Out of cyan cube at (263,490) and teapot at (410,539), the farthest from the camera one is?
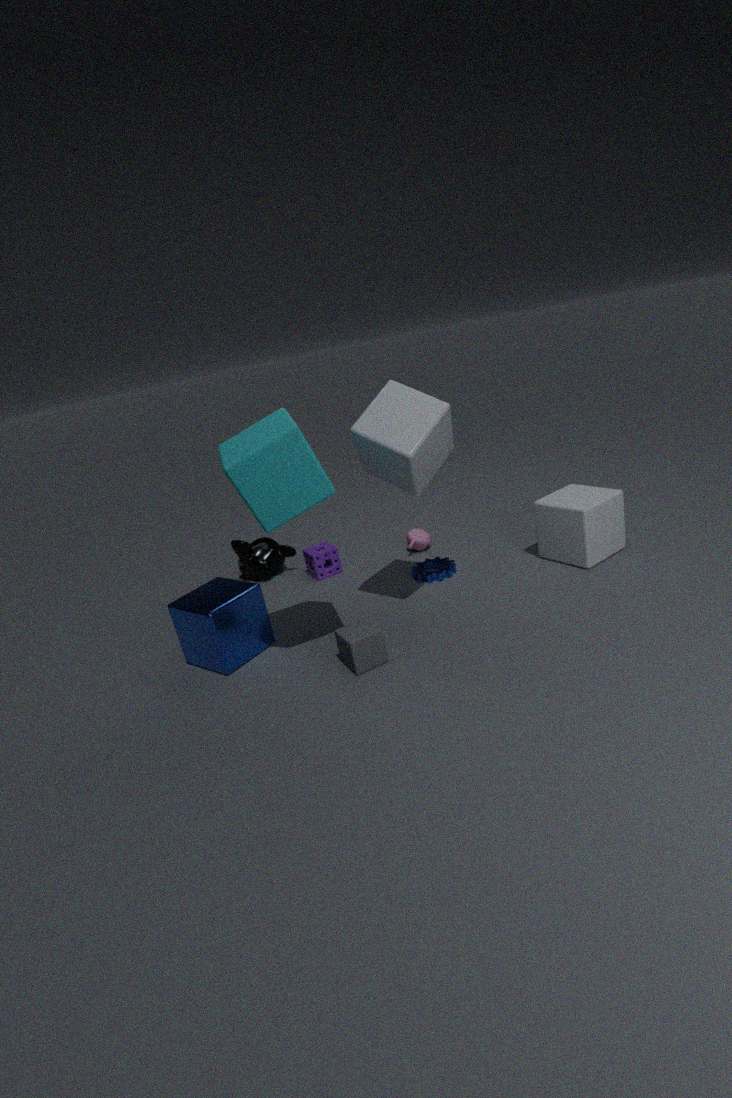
teapot at (410,539)
